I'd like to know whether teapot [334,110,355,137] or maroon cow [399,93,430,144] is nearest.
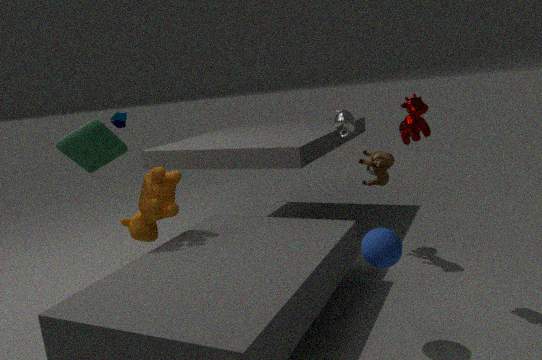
maroon cow [399,93,430,144]
